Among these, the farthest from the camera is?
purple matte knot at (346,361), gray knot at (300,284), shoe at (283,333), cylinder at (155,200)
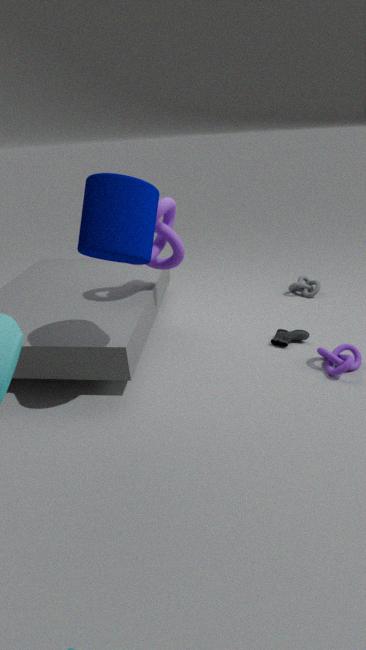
gray knot at (300,284)
